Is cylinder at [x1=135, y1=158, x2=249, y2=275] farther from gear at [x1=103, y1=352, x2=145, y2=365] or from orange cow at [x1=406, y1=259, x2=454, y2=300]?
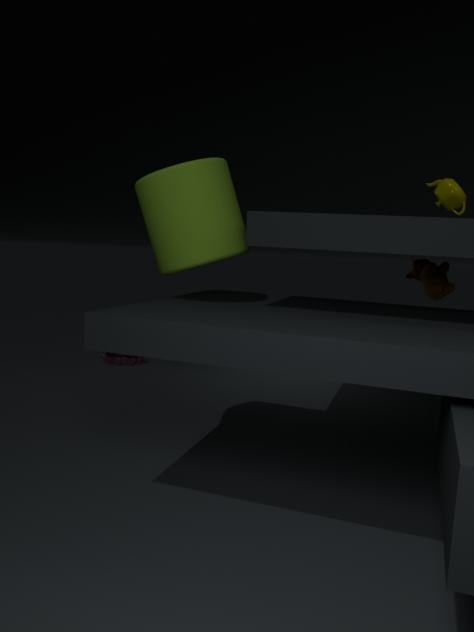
gear at [x1=103, y1=352, x2=145, y2=365]
